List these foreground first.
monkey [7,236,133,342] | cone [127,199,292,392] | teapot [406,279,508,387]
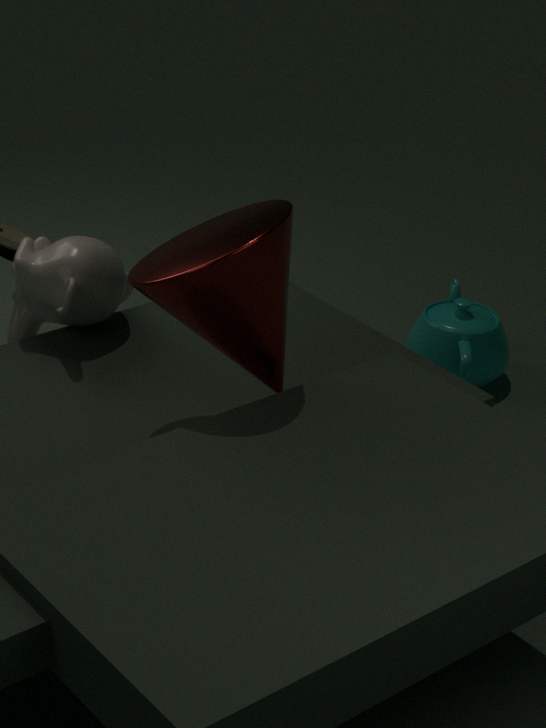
cone [127,199,292,392] < monkey [7,236,133,342] < teapot [406,279,508,387]
